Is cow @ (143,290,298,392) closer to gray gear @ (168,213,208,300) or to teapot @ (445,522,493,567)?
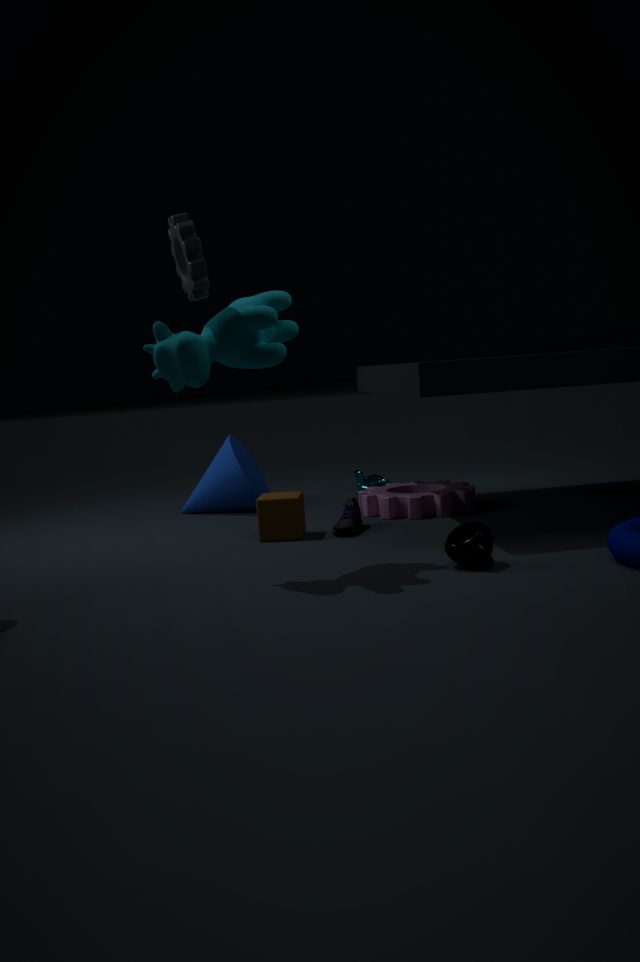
gray gear @ (168,213,208,300)
